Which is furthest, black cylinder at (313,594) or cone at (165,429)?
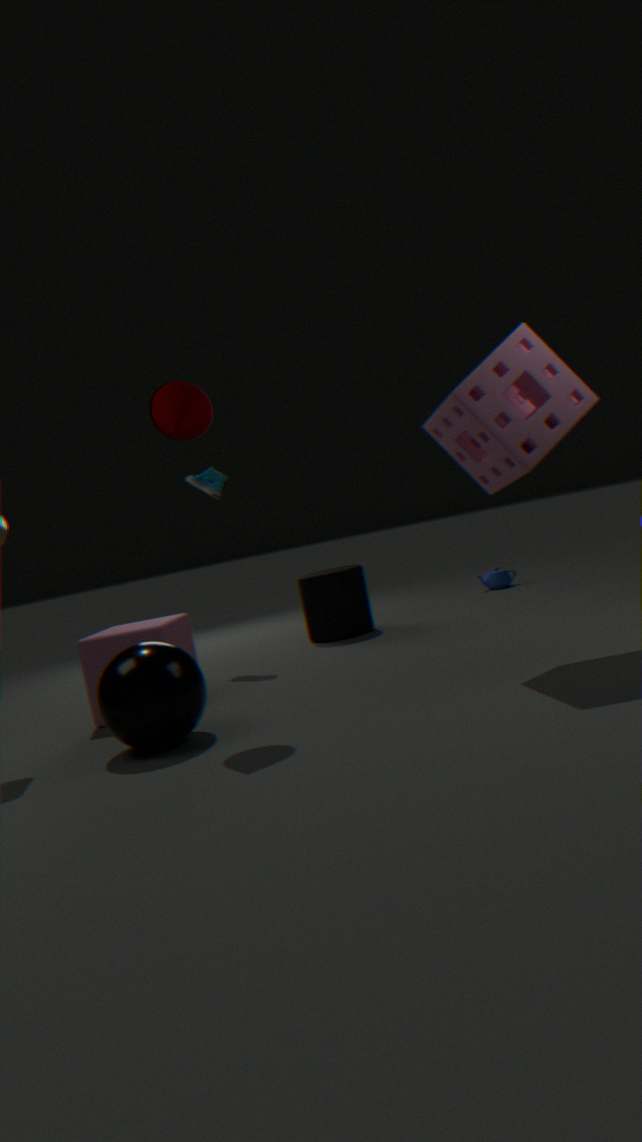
black cylinder at (313,594)
